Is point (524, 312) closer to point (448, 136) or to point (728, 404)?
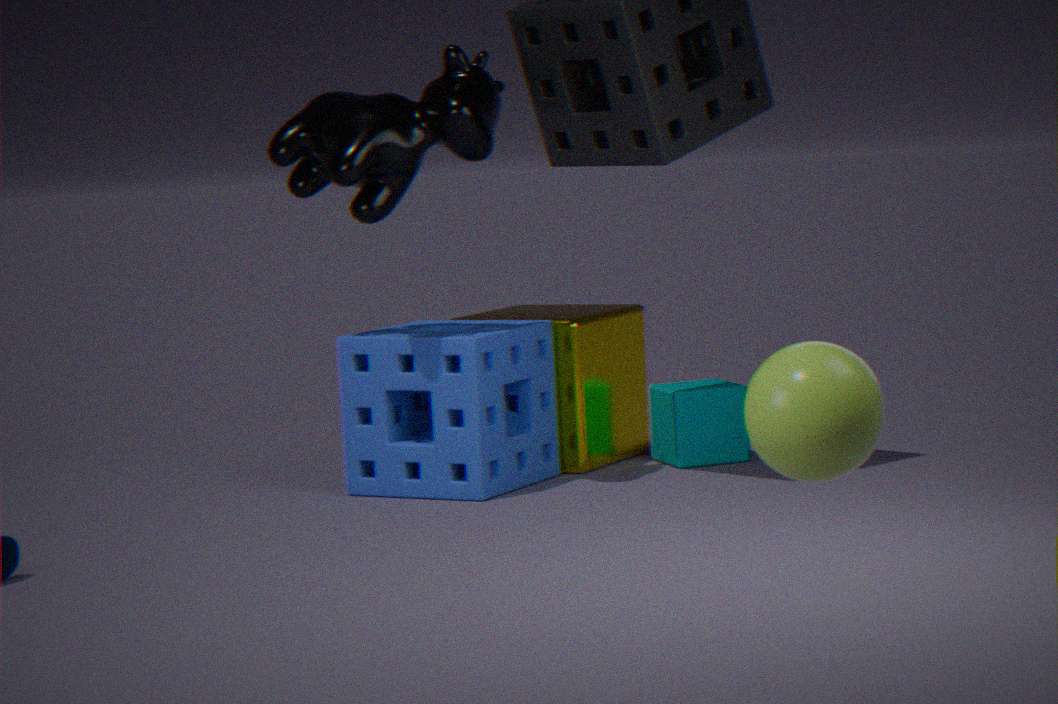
point (728, 404)
